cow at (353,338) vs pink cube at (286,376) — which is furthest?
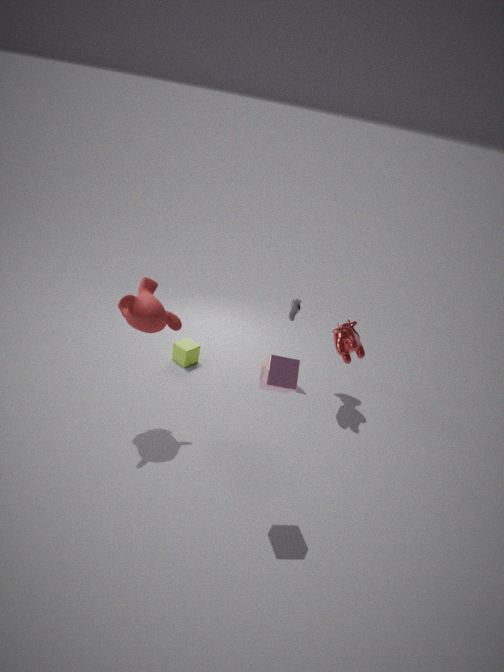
cow at (353,338)
